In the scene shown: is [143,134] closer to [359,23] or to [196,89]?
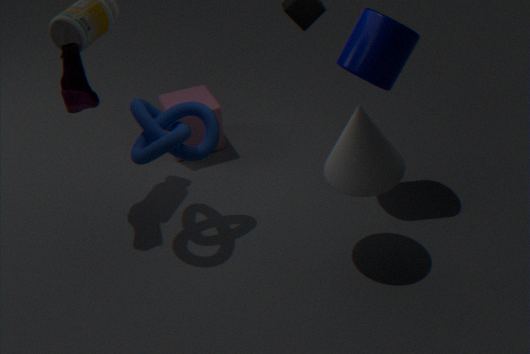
[196,89]
